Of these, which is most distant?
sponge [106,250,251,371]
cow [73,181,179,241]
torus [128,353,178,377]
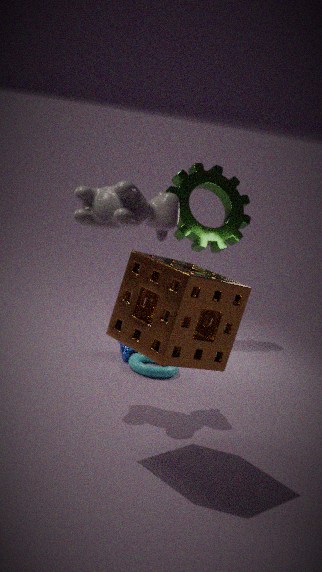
torus [128,353,178,377]
